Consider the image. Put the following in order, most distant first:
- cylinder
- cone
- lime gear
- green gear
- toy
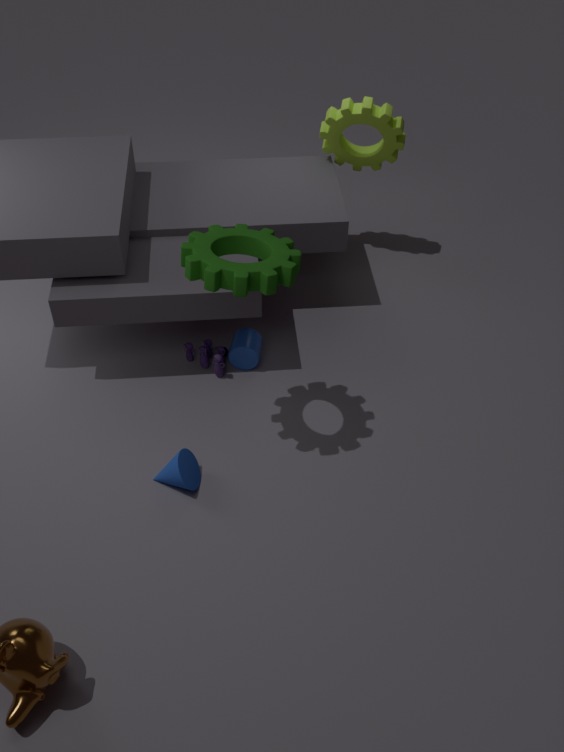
lime gear
cylinder
toy
cone
green gear
